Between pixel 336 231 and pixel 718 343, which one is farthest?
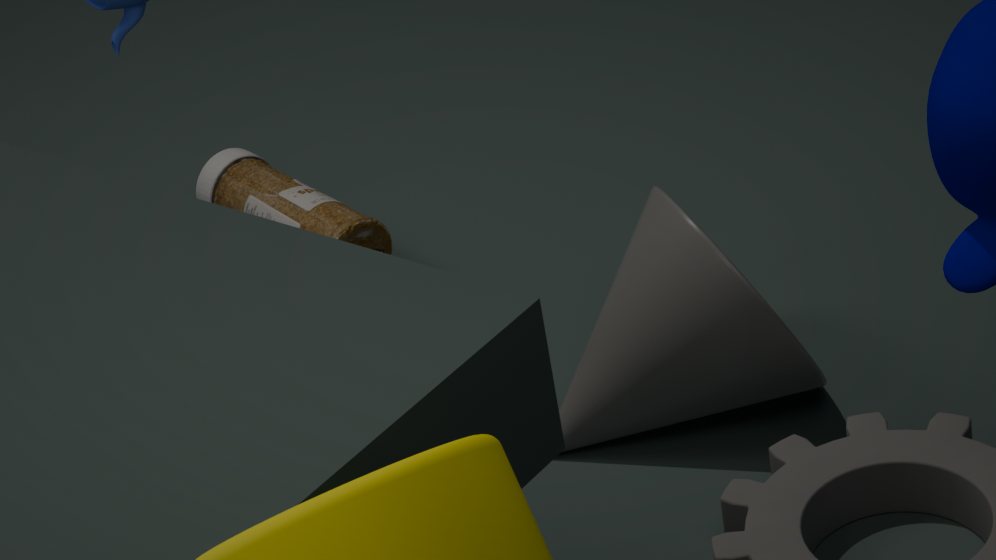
pixel 336 231
